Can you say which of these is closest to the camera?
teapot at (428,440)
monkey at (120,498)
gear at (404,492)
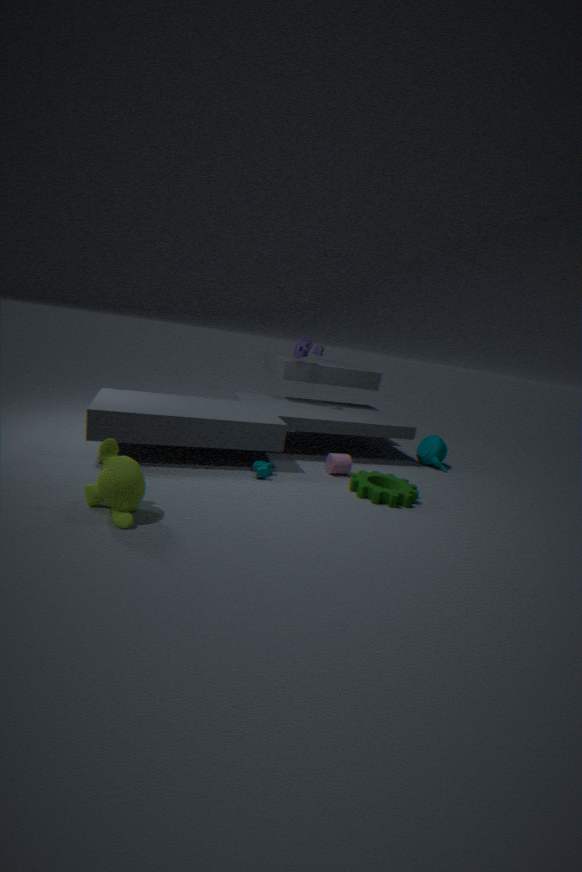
monkey at (120,498)
